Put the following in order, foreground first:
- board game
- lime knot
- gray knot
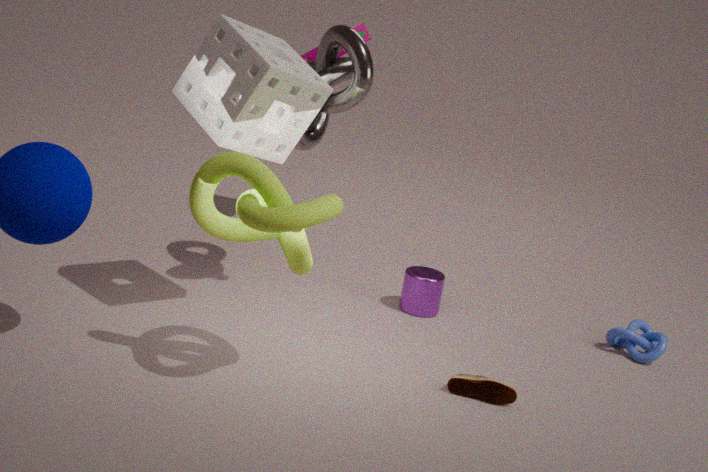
lime knot → gray knot → board game
